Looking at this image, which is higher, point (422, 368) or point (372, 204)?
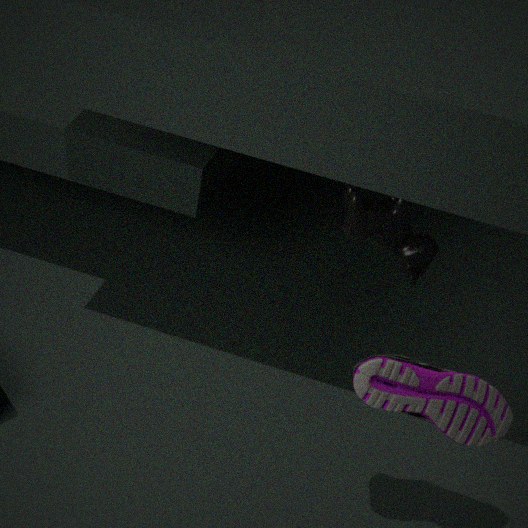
point (372, 204)
